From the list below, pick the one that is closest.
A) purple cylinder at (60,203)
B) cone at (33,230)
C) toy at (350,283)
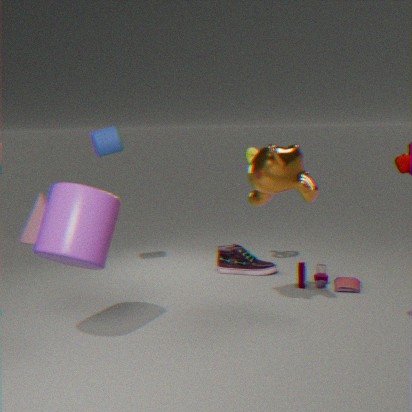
purple cylinder at (60,203)
